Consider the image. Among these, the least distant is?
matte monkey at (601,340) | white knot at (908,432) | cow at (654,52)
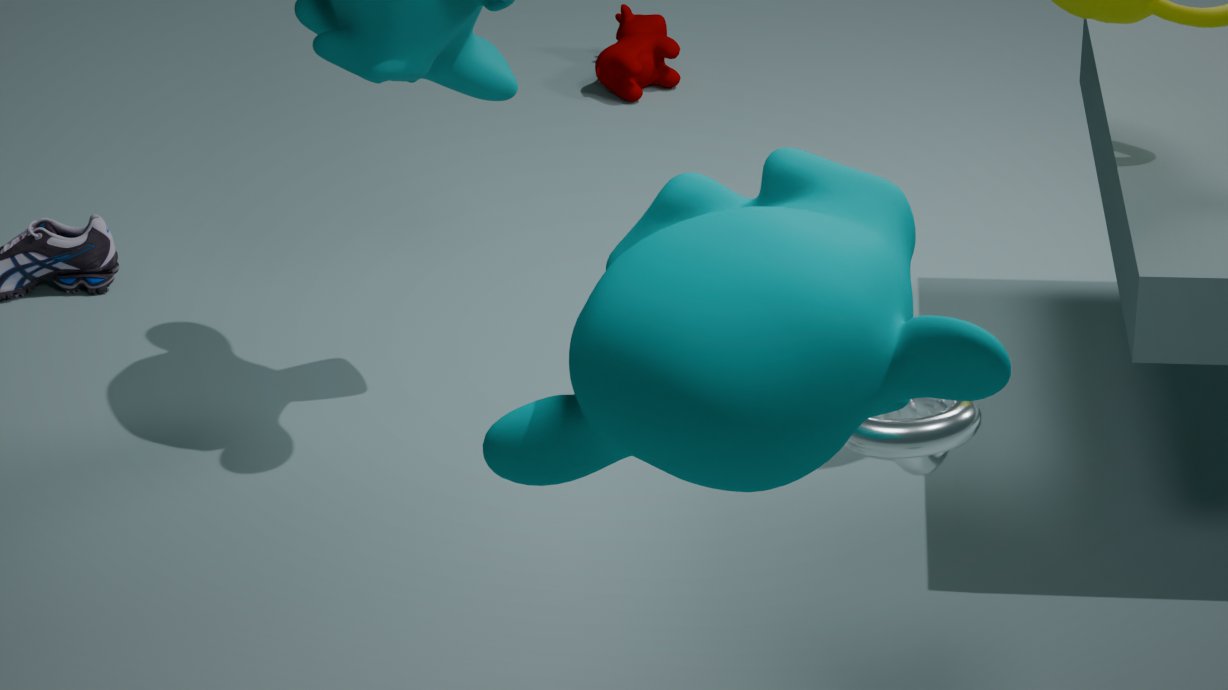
matte monkey at (601,340)
